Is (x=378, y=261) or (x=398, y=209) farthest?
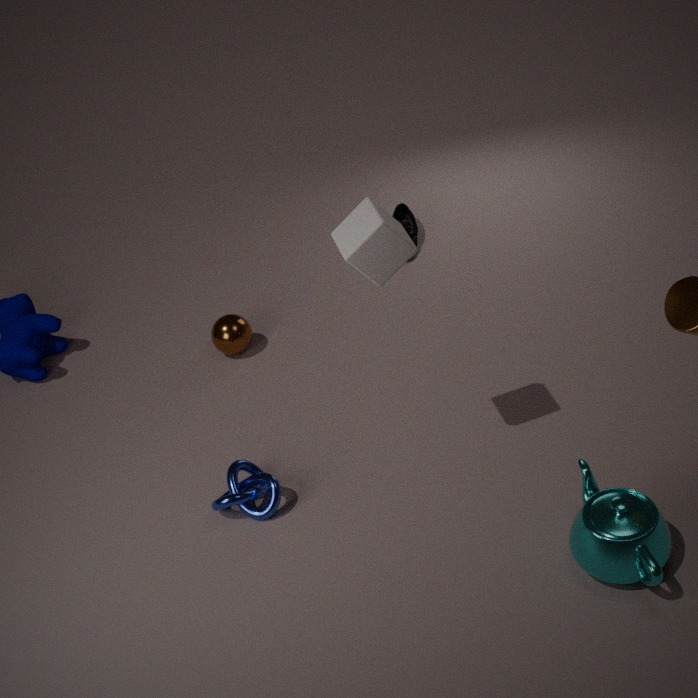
(x=398, y=209)
